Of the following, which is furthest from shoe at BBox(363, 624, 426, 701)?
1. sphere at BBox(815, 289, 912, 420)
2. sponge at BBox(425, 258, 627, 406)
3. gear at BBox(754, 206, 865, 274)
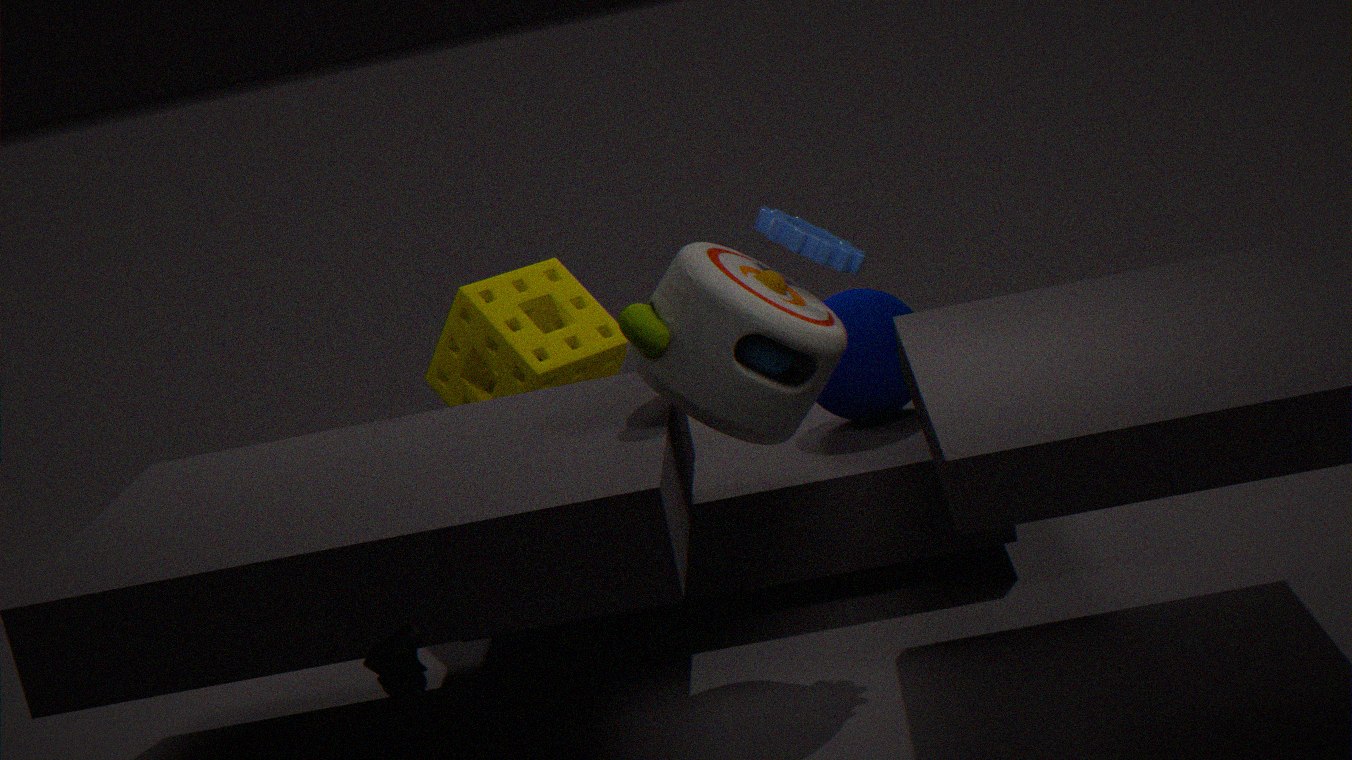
sphere at BBox(815, 289, 912, 420)
